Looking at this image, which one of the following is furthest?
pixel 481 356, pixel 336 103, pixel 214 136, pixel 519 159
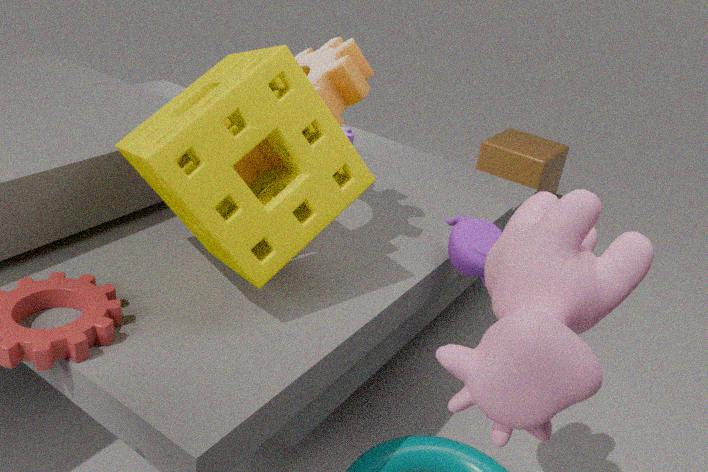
pixel 519 159
